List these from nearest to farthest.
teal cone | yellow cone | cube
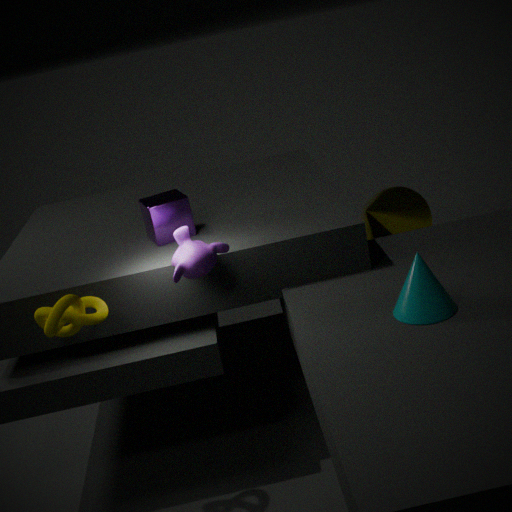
teal cone, cube, yellow cone
